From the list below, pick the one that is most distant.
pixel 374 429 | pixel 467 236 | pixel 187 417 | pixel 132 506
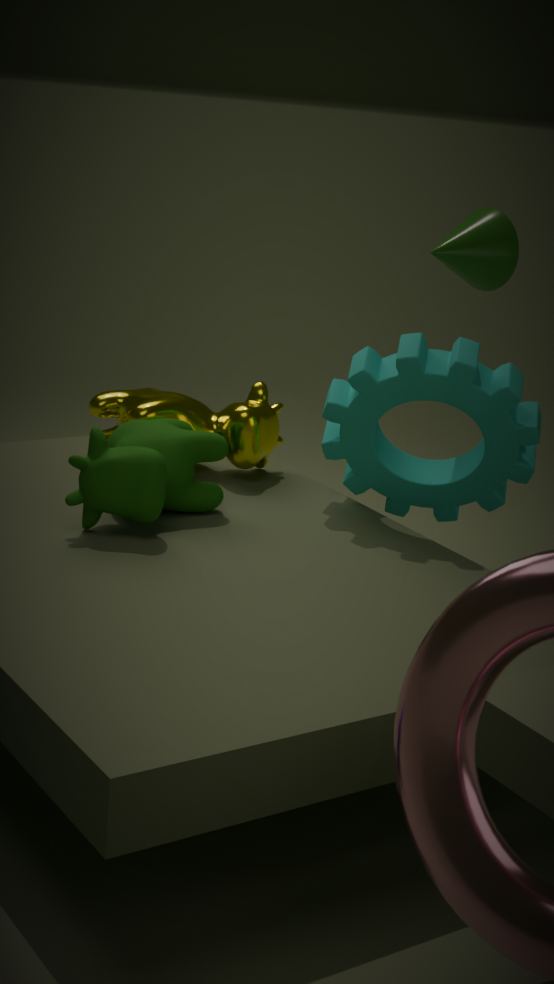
pixel 187 417
